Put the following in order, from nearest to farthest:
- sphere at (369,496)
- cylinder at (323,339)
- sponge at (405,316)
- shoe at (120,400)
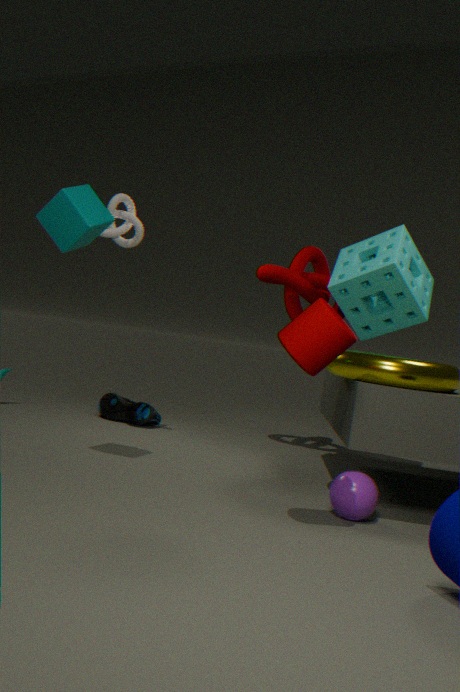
1. cylinder at (323,339)
2. sphere at (369,496)
3. sponge at (405,316)
4. shoe at (120,400)
